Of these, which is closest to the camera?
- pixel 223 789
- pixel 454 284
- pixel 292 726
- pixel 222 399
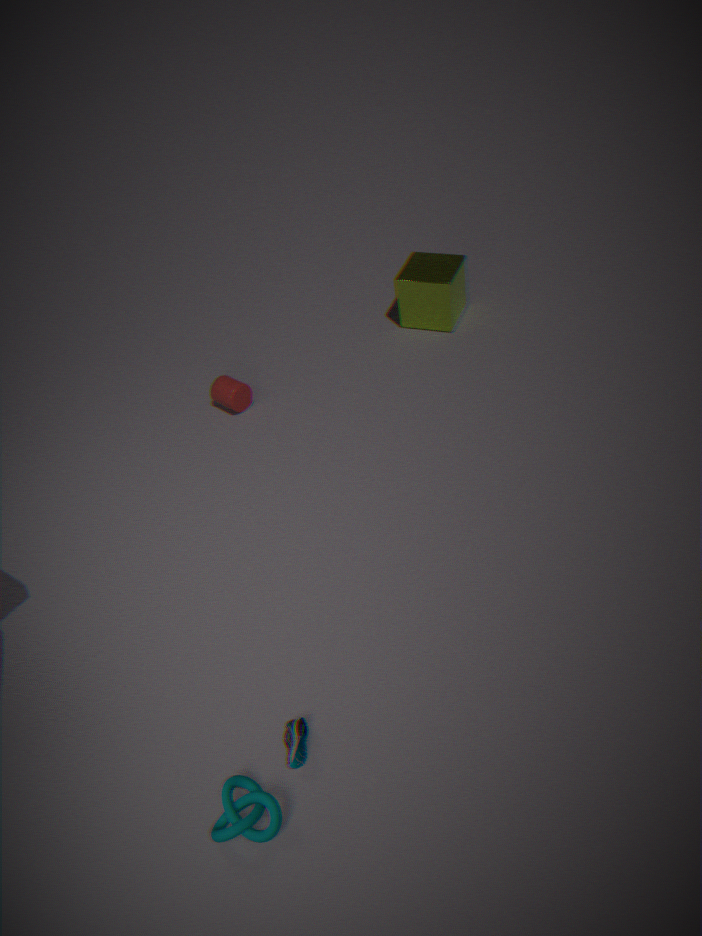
pixel 223 789
